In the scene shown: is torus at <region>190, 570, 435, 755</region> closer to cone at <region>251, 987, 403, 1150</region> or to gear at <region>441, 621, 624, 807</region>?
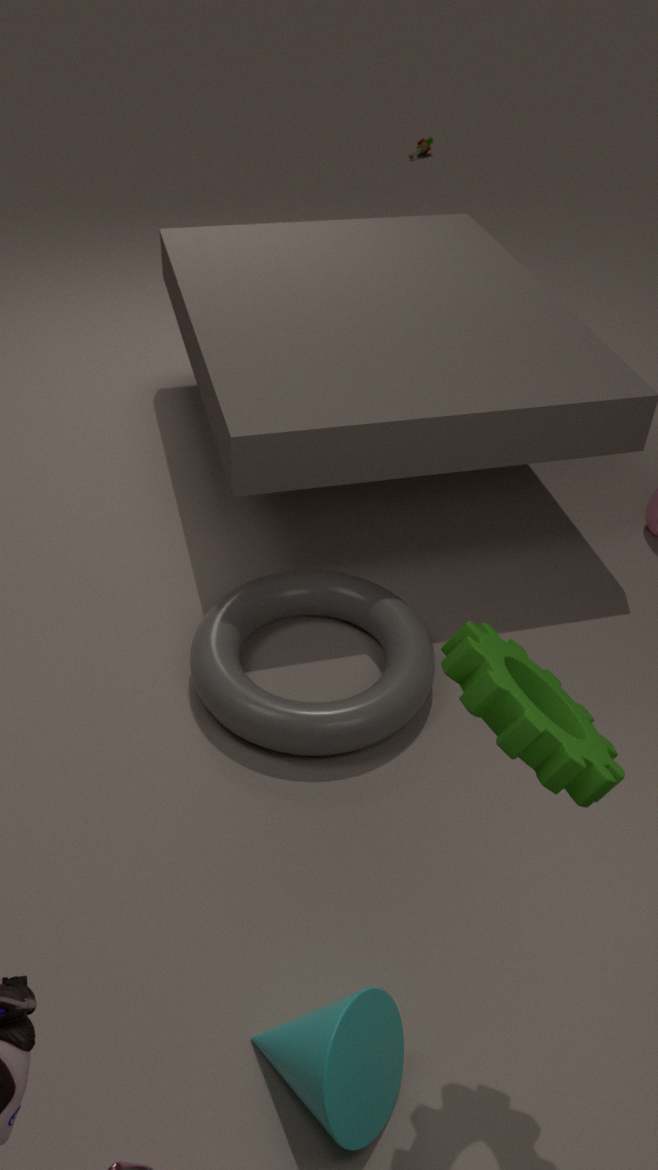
cone at <region>251, 987, 403, 1150</region>
